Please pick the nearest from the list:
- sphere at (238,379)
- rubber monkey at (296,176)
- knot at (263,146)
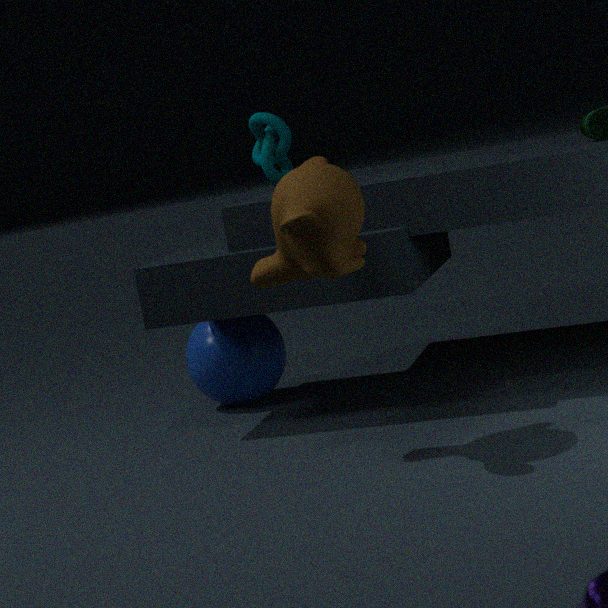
rubber monkey at (296,176)
